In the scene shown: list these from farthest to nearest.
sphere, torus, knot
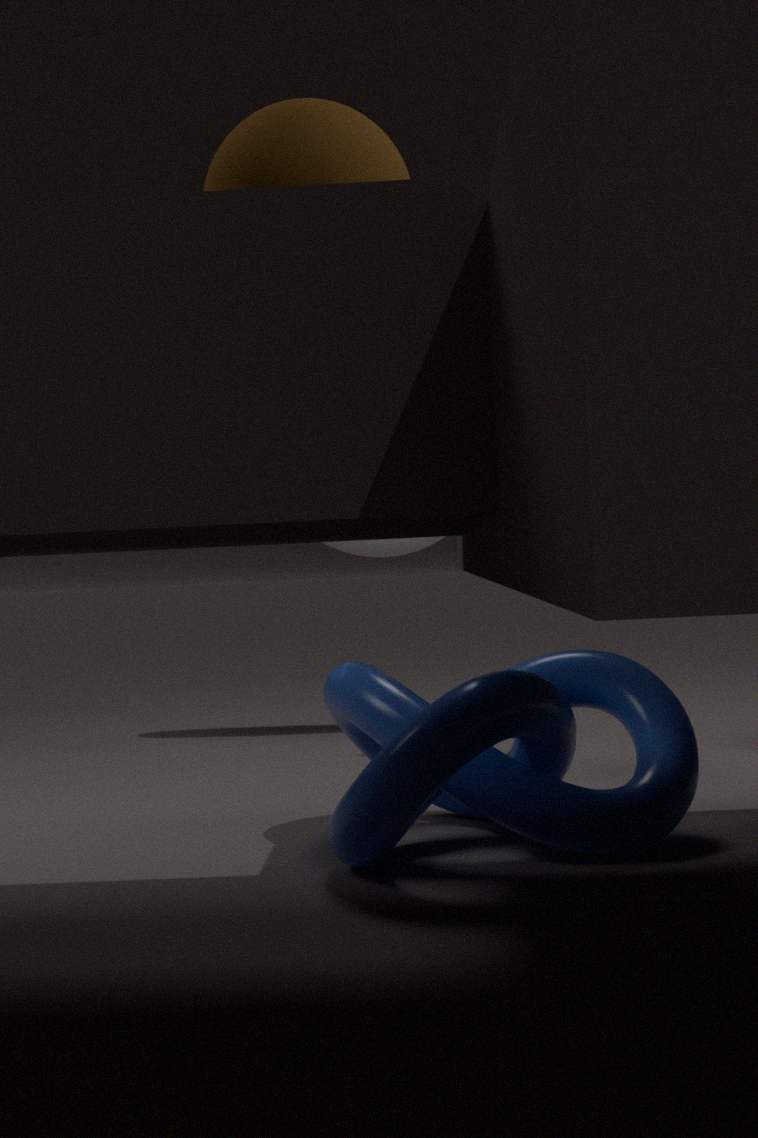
torus < knot < sphere
